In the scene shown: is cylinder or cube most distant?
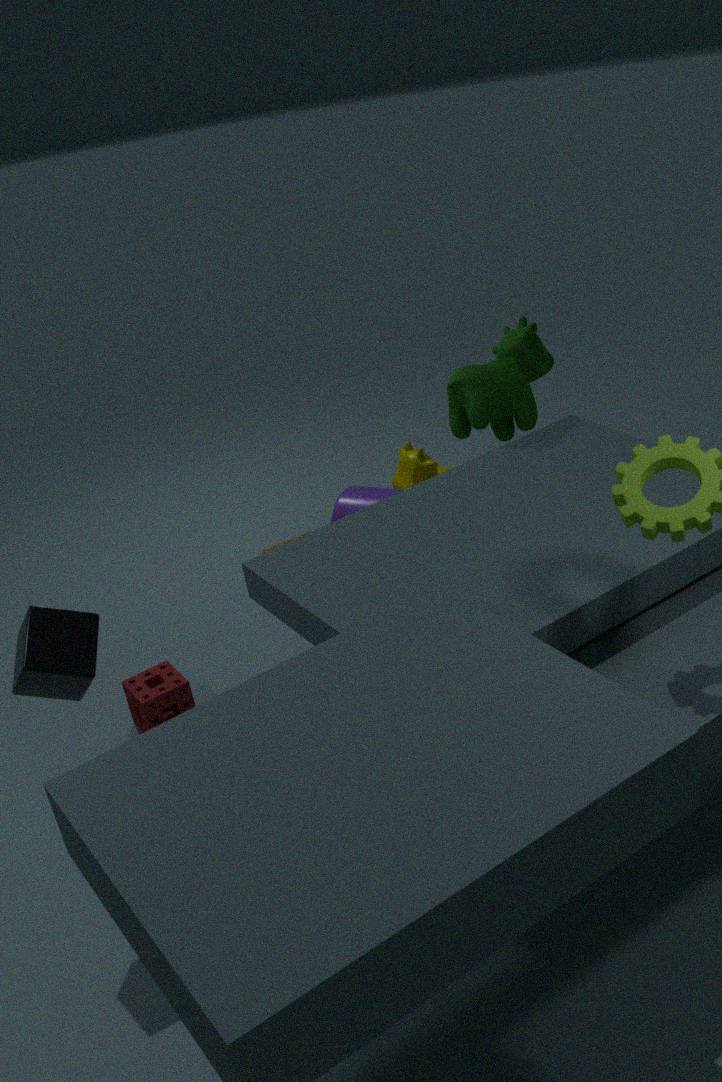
cylinder
